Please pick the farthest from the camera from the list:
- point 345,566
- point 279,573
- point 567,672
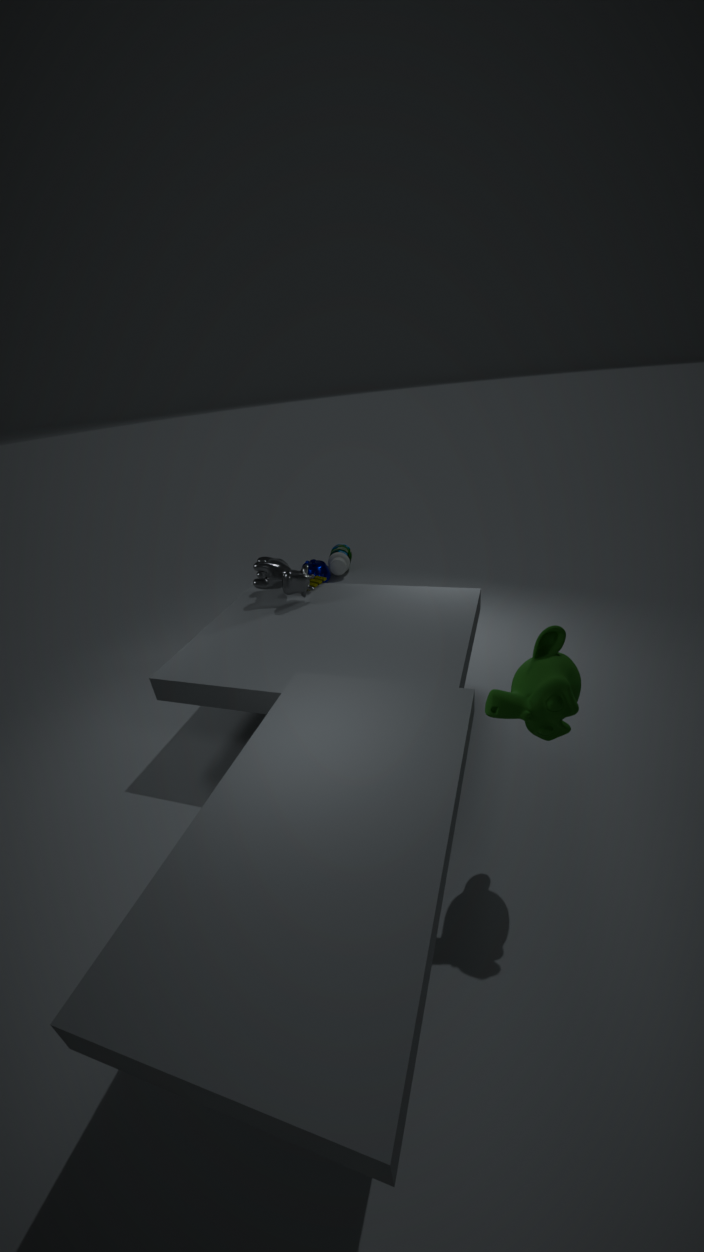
point 345,566
